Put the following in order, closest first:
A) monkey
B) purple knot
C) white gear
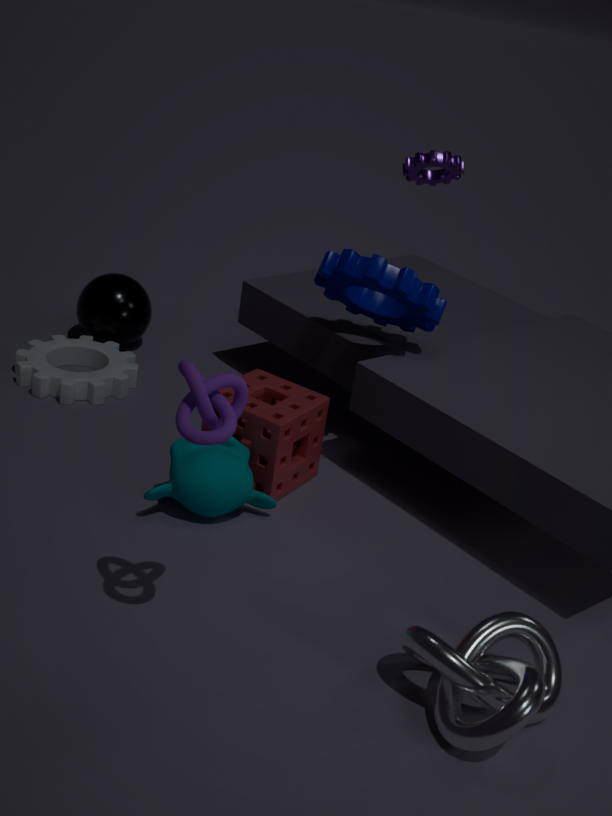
1. purple knot
2. monkey
3. white gear
